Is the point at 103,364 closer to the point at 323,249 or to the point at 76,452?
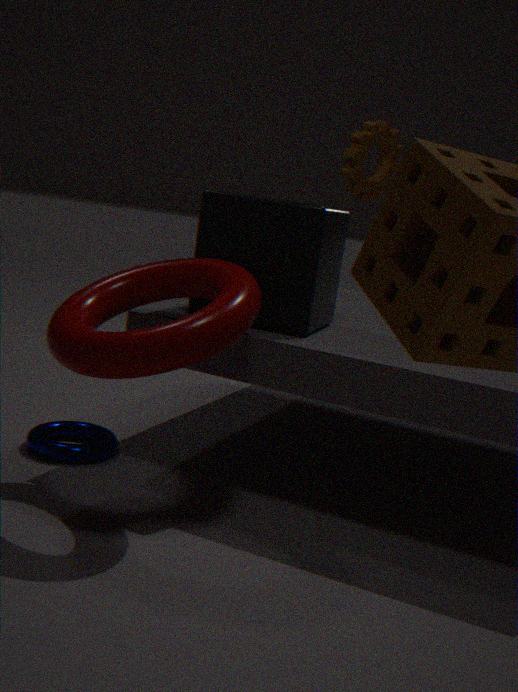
the point at 323,249
